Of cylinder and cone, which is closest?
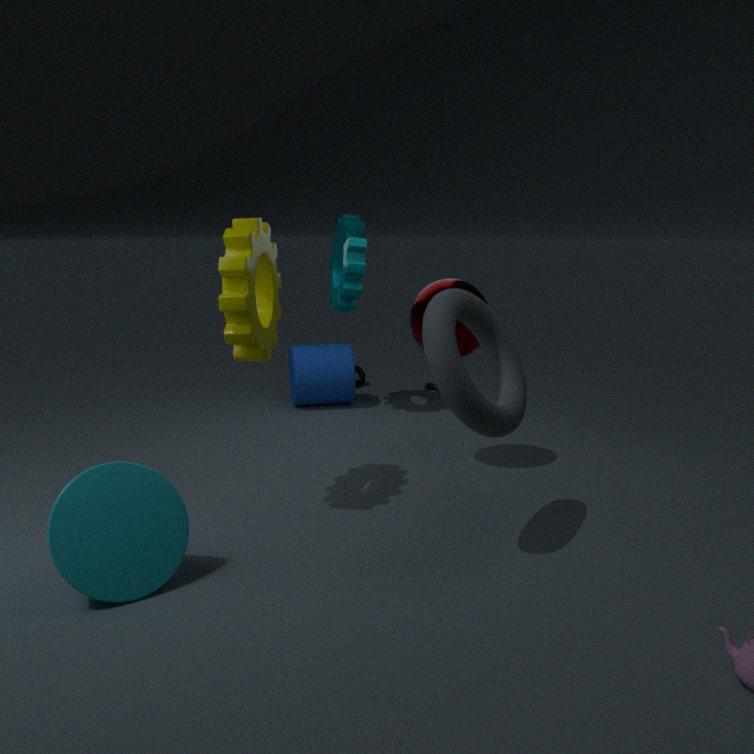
cone
